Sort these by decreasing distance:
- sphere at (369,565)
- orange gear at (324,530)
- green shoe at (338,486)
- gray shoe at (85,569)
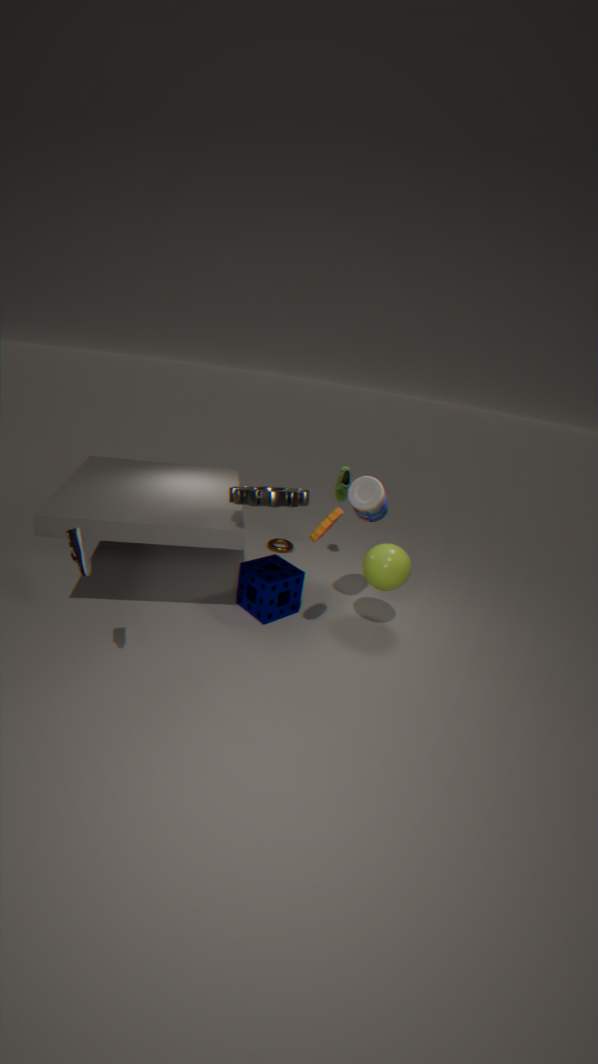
green shoe at (338,486), sphere at (369,565), orange gear at (324,530), gray shoe at (85,569)
